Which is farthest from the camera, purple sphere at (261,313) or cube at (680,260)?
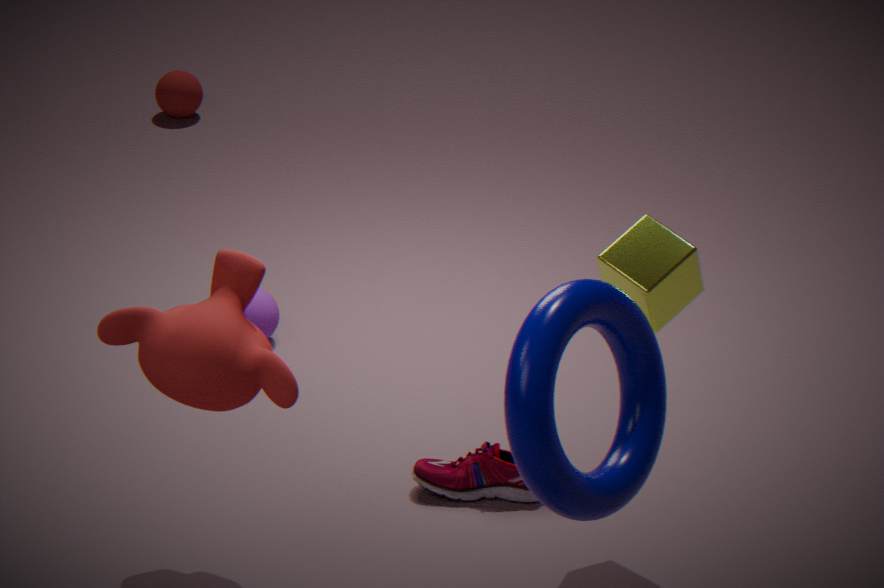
purple sphere at (261,313)
